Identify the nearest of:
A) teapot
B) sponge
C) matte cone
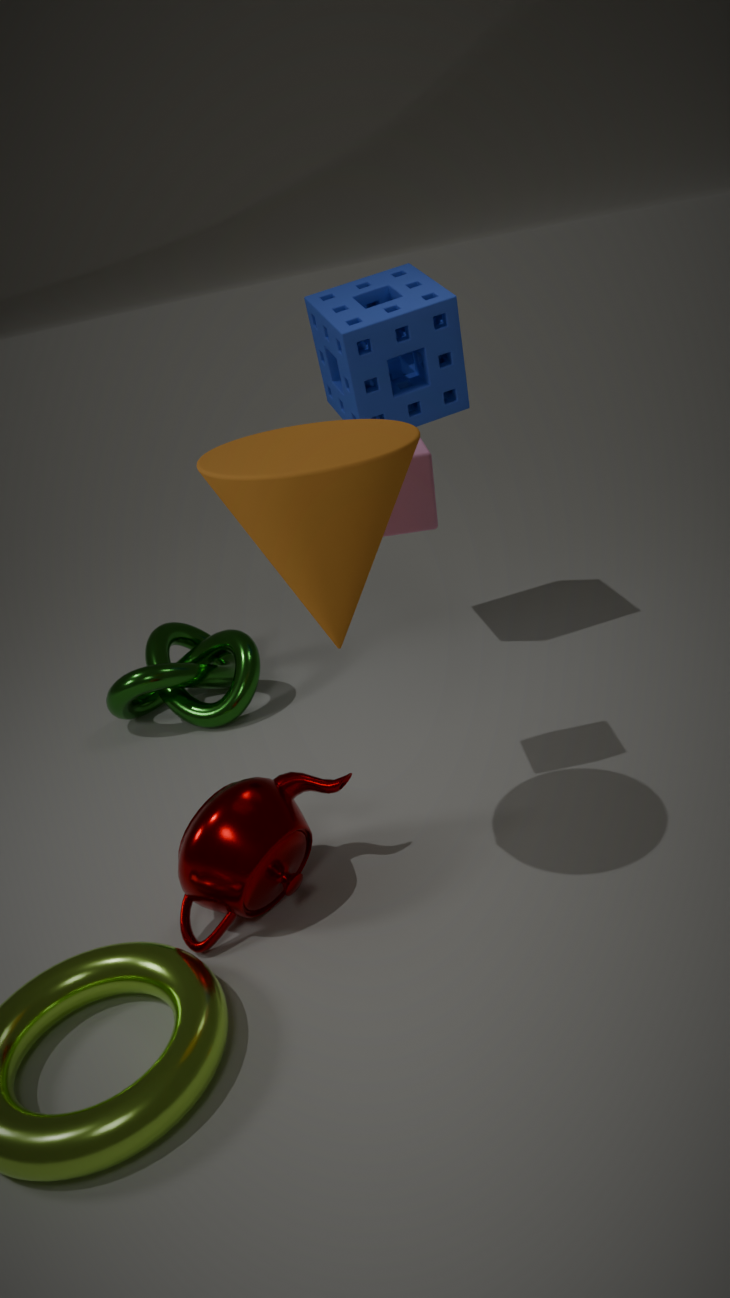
matte cone
